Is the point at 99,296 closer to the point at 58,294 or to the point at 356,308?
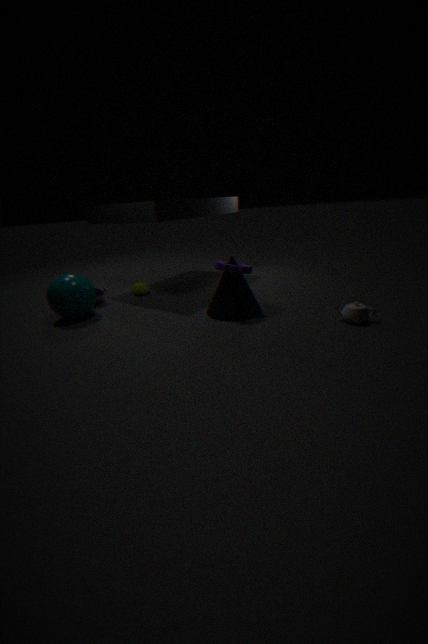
the point at 58,294
